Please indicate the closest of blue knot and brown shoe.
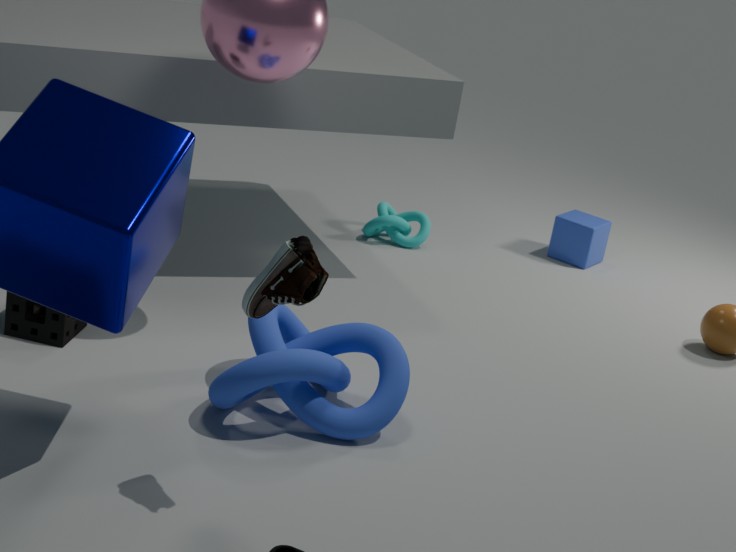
brown shoe
